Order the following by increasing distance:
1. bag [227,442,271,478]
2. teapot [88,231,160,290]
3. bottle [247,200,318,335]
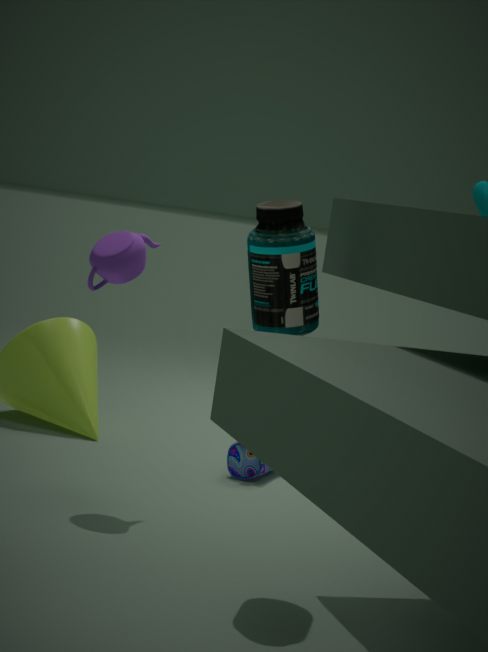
bottle [247,200,318,335], teapot [88,231,160,290], bag [227,442,271,478]
